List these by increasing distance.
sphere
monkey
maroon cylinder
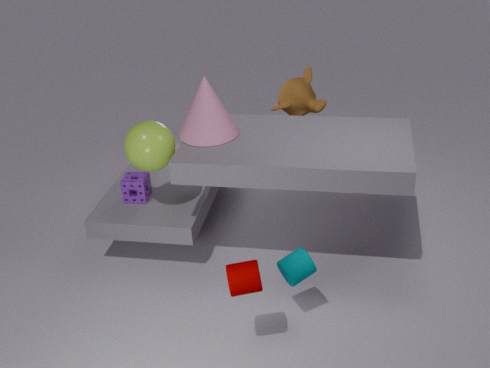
maroon cylinder, sphere, monkey
